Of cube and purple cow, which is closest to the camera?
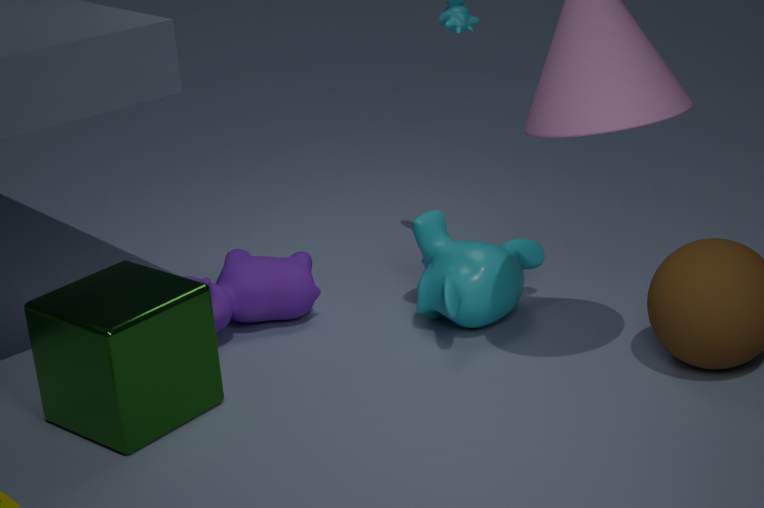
cube
